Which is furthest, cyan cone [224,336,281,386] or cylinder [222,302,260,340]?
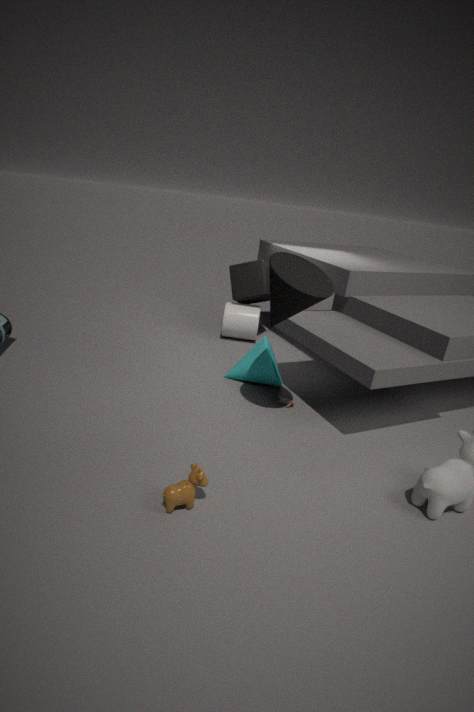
cylinder [222,302,260,340]
